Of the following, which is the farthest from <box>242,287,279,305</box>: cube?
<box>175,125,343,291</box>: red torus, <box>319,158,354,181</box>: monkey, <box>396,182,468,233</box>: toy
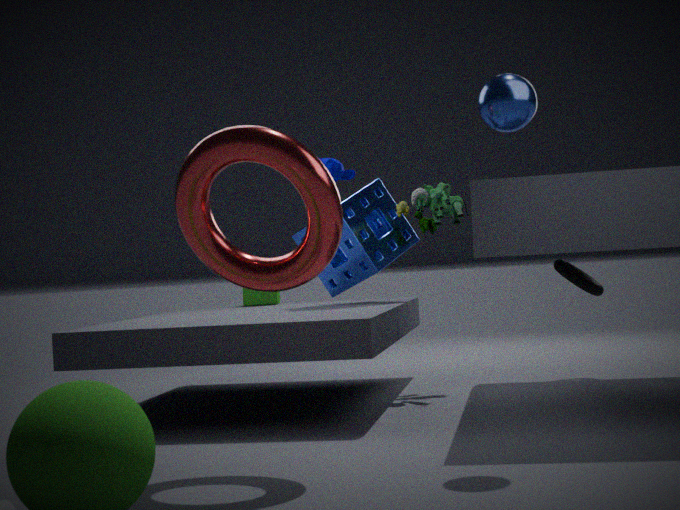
<box>175,125,343,291</box>: red torus
